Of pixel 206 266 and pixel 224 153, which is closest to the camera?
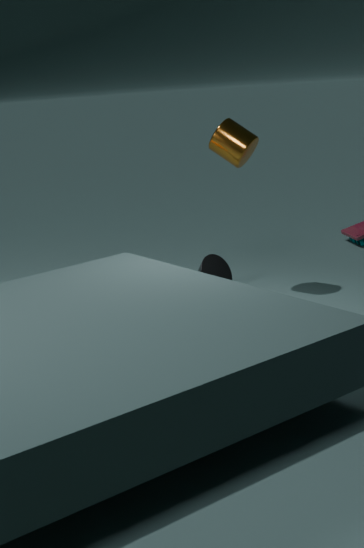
pixel 224 153
